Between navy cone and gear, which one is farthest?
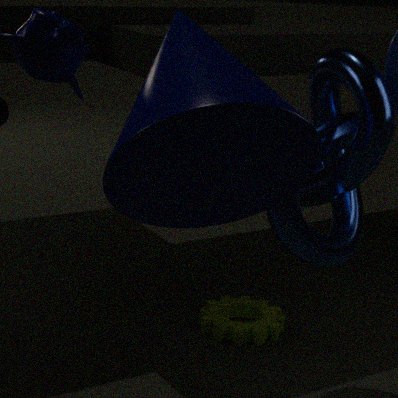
gear
